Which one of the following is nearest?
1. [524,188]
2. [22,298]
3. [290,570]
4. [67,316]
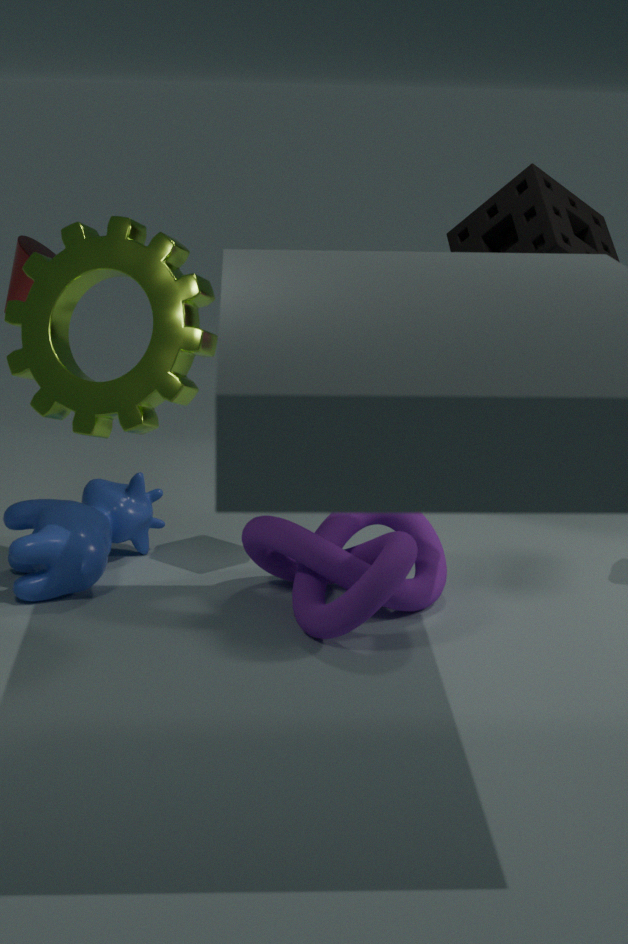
[67,316]
